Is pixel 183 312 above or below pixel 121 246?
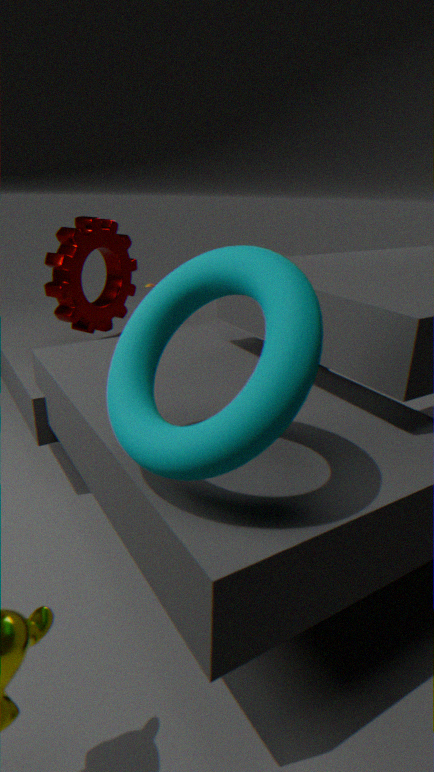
above
